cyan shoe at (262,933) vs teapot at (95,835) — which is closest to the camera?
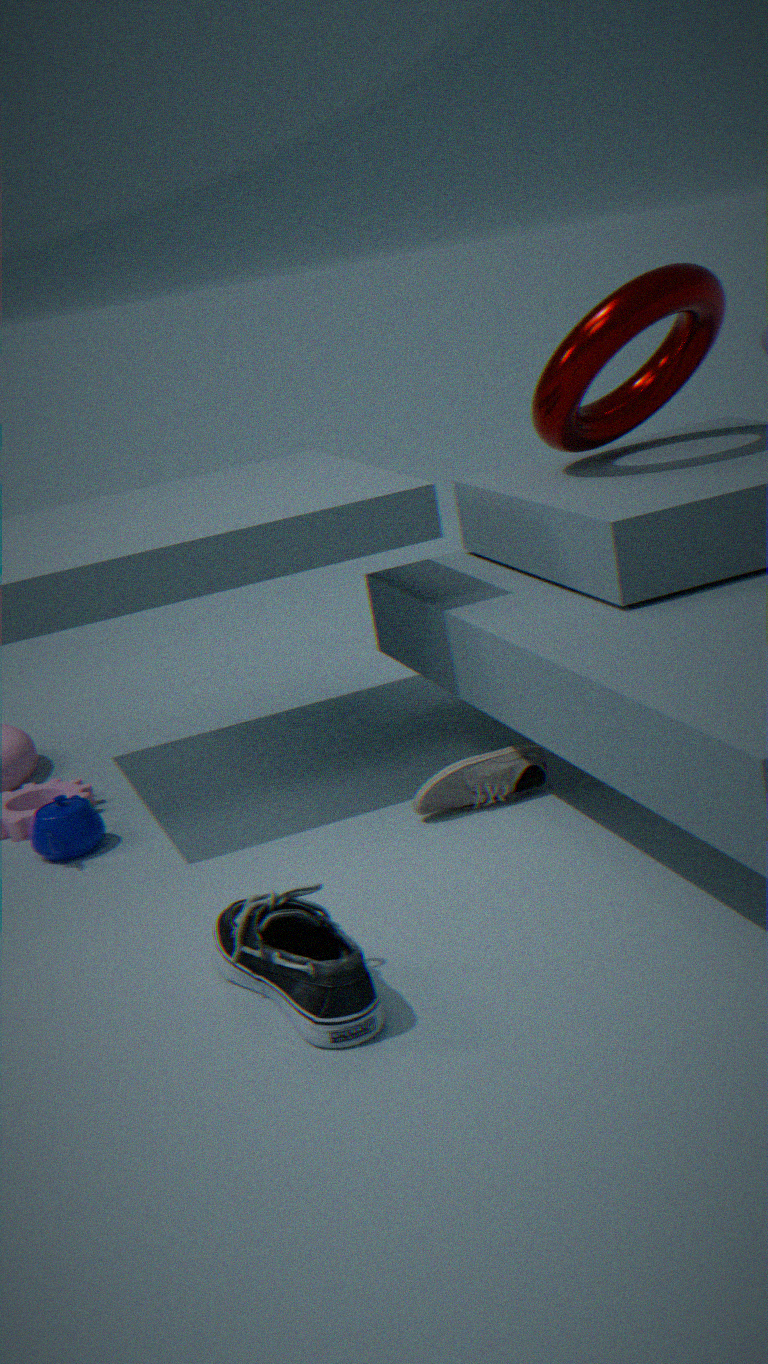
cyan shoe at (262,933)
